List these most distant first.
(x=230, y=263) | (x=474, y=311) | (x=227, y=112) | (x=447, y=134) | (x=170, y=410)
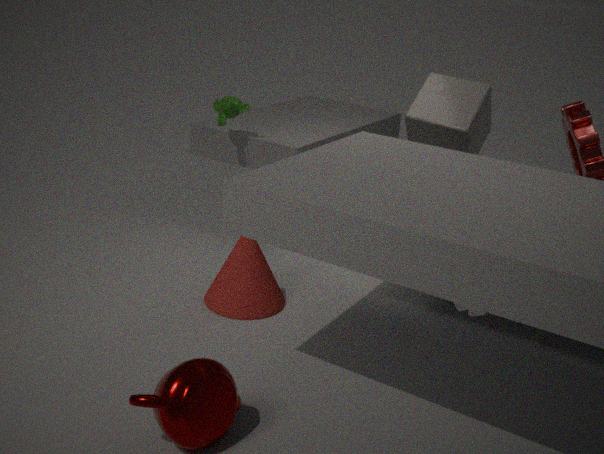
(x=227, y=112) < (x=447, y=134) < (x=230, y=263) < (x=474, y=311) < (x=170, y=410)
